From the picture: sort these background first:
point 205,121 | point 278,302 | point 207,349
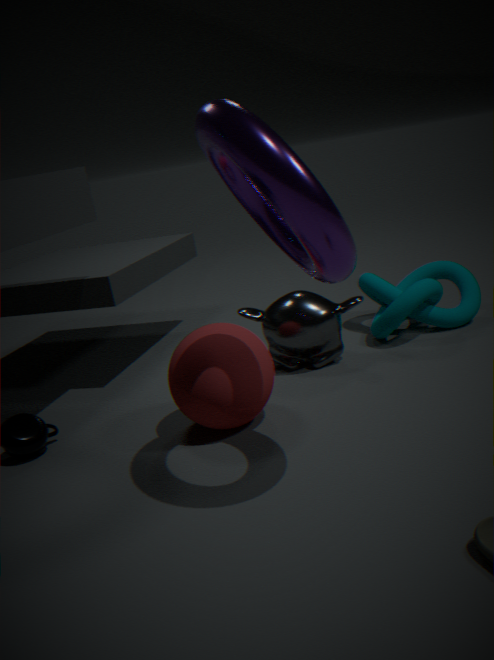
point 278,302 < point 207,349 < point 205,121
